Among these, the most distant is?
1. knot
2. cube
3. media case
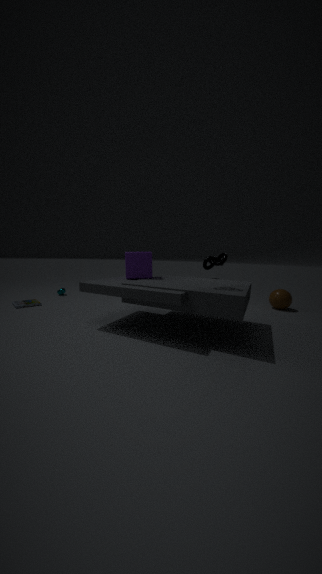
media case
